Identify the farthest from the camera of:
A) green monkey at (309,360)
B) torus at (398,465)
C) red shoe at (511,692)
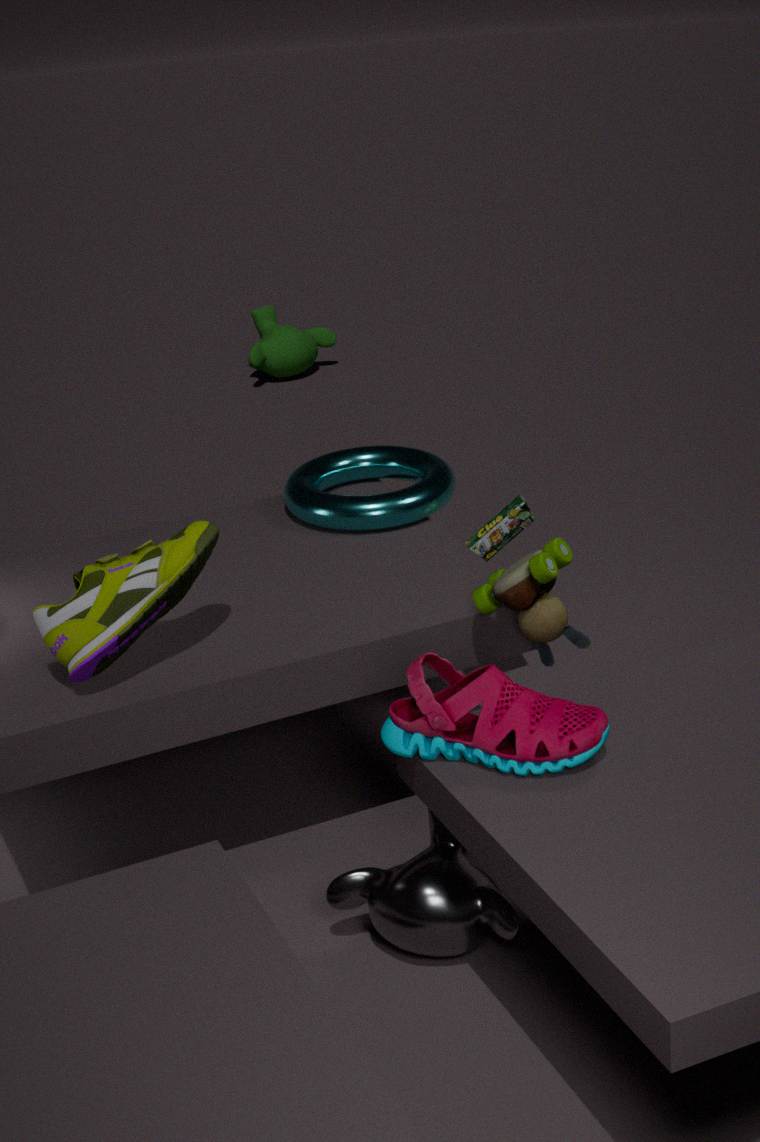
green monkey at (309,360)
